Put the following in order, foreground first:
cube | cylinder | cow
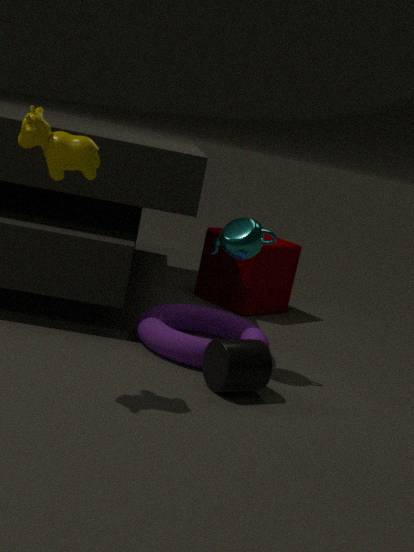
cow < cylinder < cube
